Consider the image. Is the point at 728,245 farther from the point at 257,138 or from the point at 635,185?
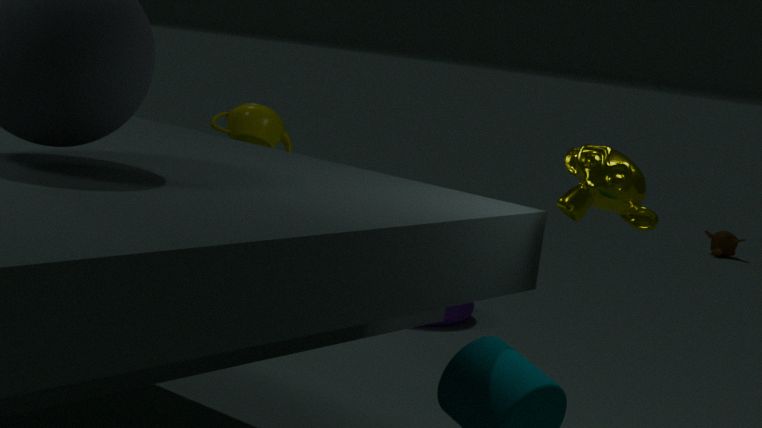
the point at 635,185
